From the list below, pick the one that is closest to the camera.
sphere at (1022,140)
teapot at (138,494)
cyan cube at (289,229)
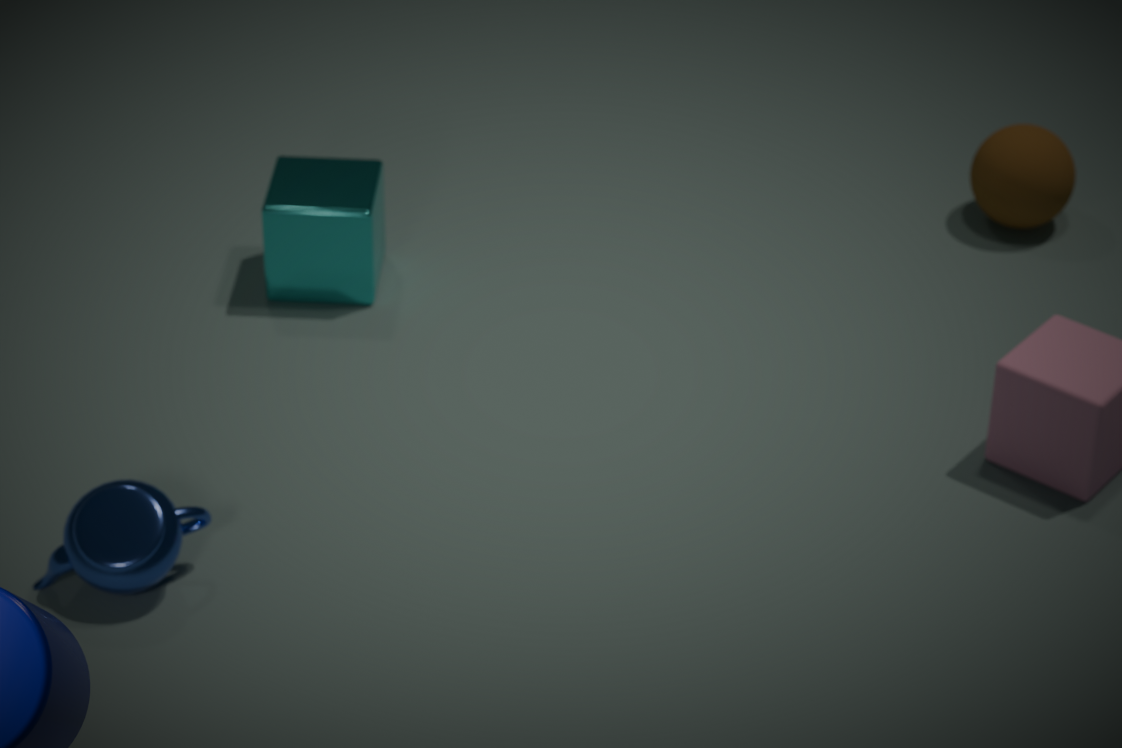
teapot at (138,494)
